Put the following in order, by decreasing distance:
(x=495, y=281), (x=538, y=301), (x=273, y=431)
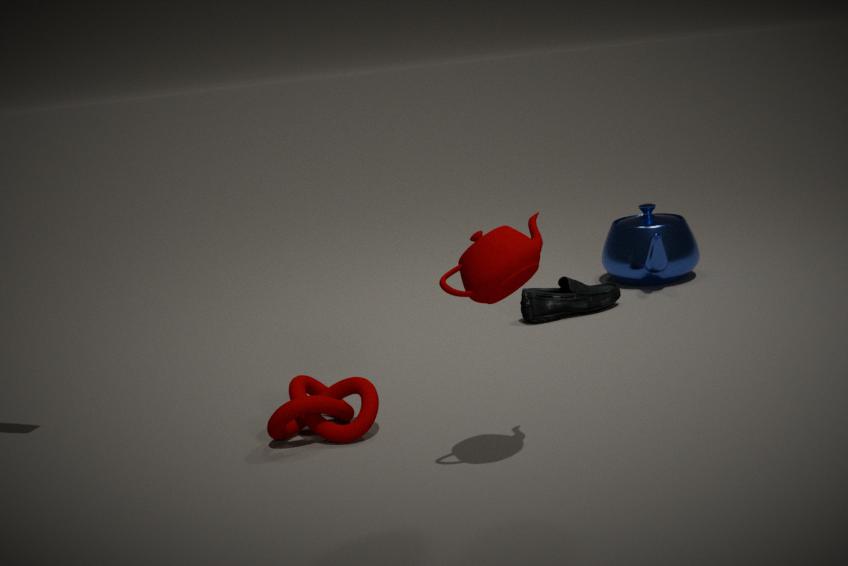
(x=538, y=301) < (x=273, y=431) < (x=495, y=281)
